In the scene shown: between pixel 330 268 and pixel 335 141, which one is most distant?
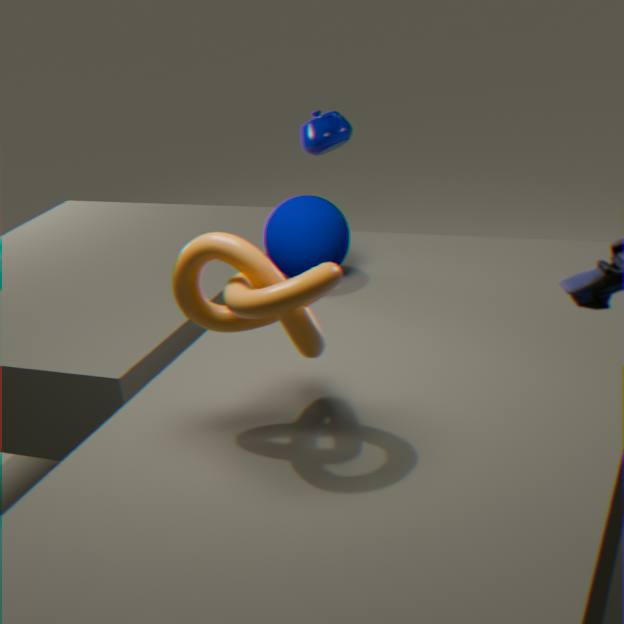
pixel 335 141
